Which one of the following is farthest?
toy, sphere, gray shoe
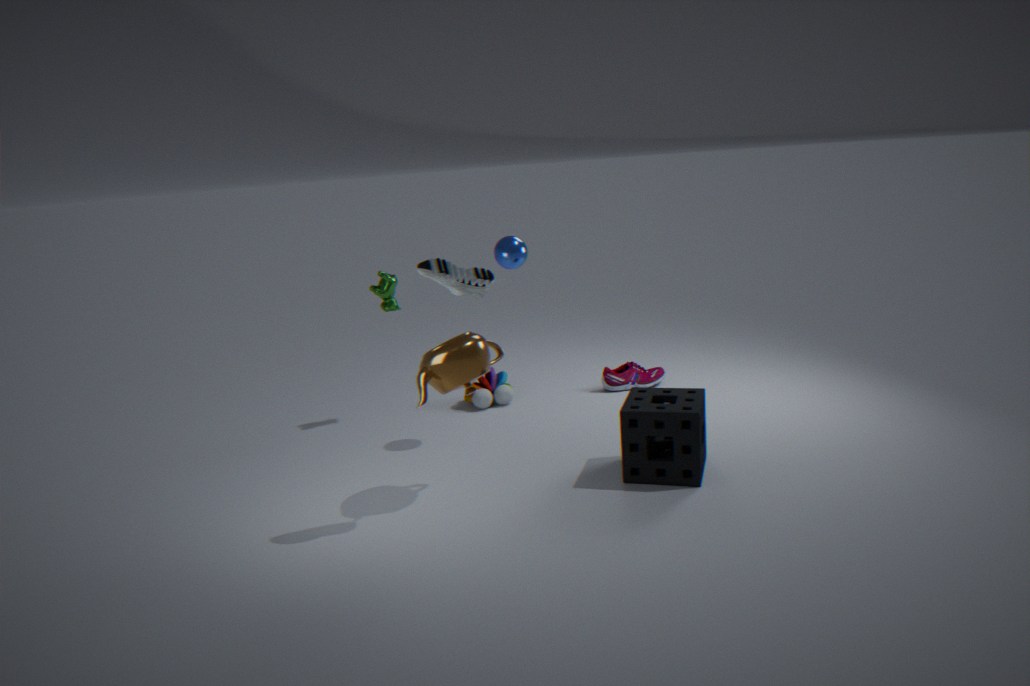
toy
